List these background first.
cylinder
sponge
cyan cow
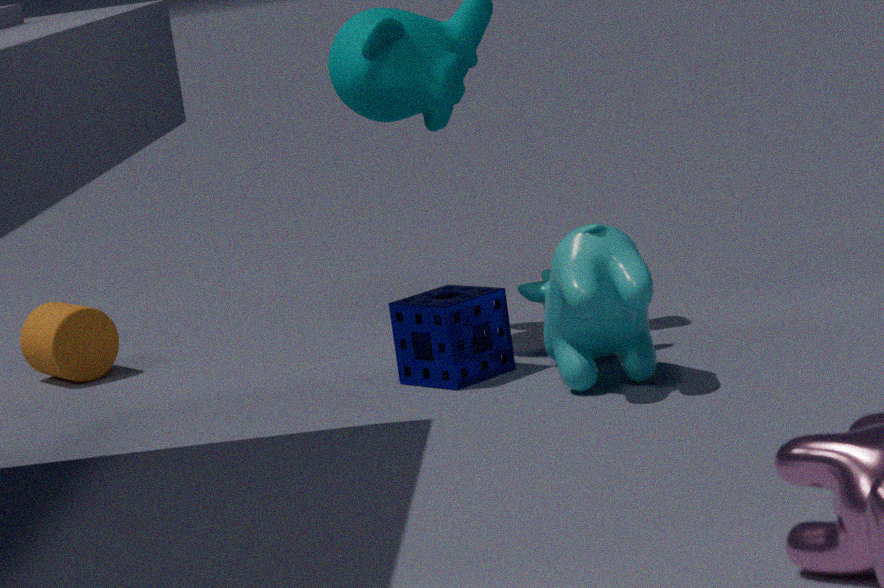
cylinder < sponge < cyan cow
